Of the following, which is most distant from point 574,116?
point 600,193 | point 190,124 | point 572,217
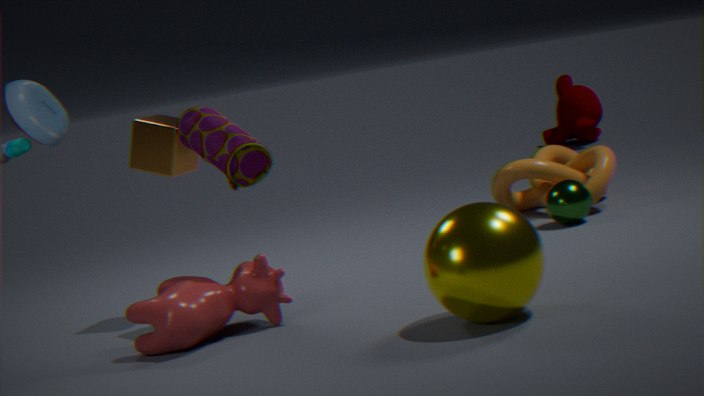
point 190,124
